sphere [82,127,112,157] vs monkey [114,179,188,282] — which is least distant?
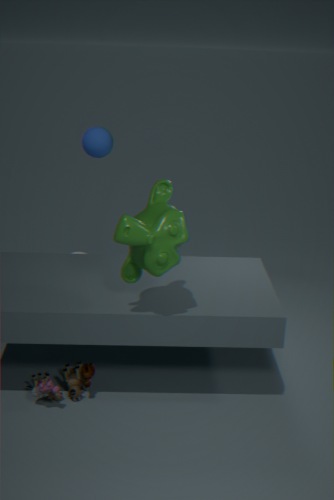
monkey [114,179,188,282]
